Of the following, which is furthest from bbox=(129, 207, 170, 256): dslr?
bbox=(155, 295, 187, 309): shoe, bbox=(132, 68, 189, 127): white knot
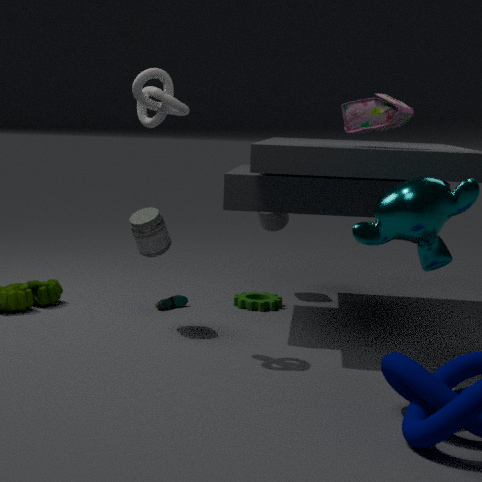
bbox=(132, 68, 189, 127): white knot
